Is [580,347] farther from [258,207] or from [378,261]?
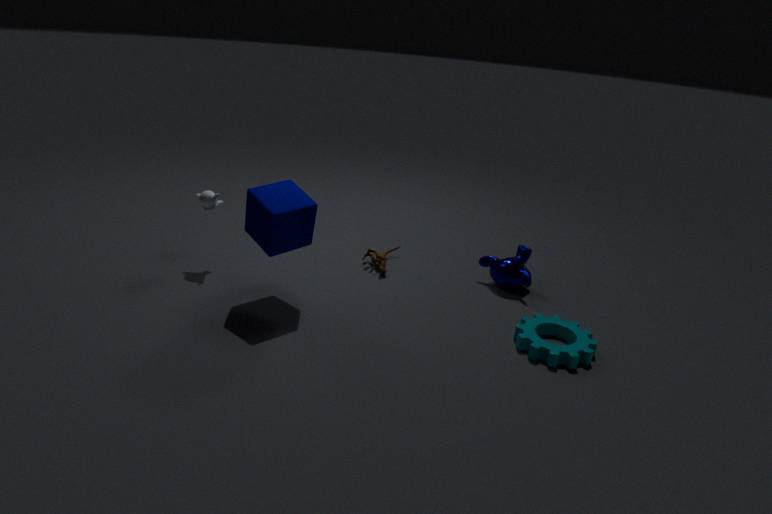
[258,207]
